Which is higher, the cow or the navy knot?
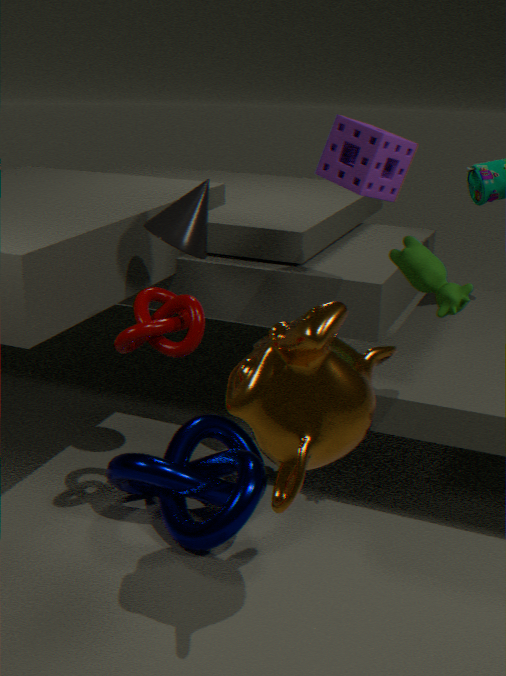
the cow
